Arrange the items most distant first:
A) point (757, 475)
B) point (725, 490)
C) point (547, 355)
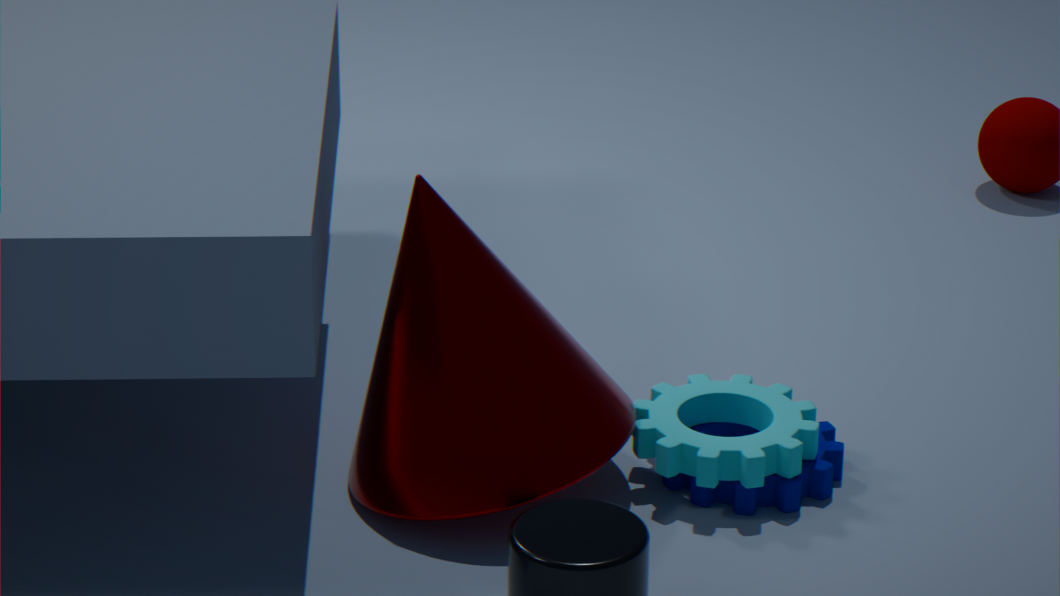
point (725, 490)
point (757, 475)
point (547, 355)
